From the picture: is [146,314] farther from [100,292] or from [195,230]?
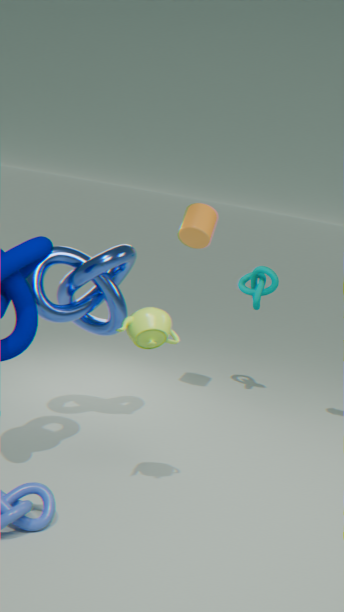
[195,230]
